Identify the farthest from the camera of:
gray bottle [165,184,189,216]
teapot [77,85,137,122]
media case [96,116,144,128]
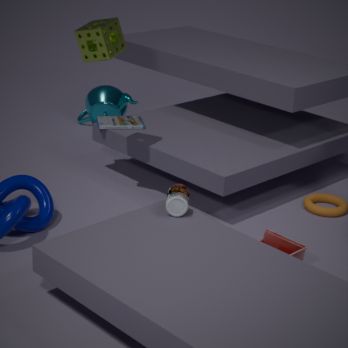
teapot [77,85,137,122]
